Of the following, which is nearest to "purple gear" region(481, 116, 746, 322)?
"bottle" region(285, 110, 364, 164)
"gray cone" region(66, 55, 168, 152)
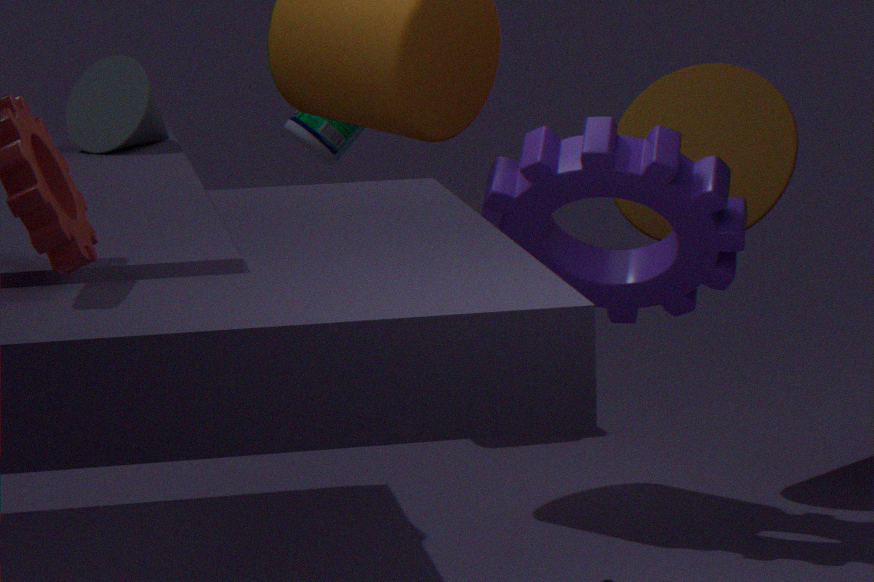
"gray cone" region(66, 55, 168, 152)
